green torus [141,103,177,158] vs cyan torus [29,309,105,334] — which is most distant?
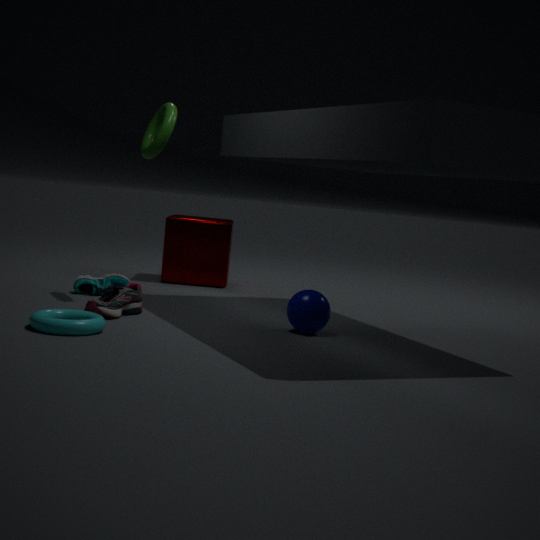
green torus [141,103,177,158]
